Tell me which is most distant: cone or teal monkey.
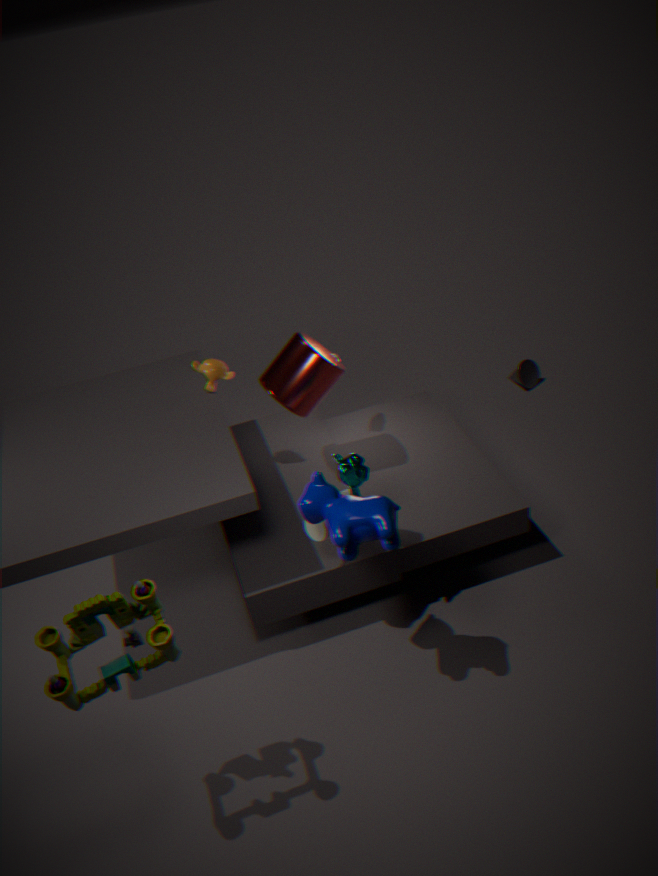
cone
